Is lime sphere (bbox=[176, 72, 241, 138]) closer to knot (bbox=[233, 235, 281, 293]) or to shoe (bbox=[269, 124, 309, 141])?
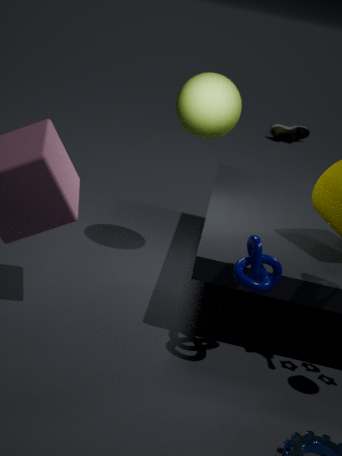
knot (bbox=[233, 235, 281, 293])
